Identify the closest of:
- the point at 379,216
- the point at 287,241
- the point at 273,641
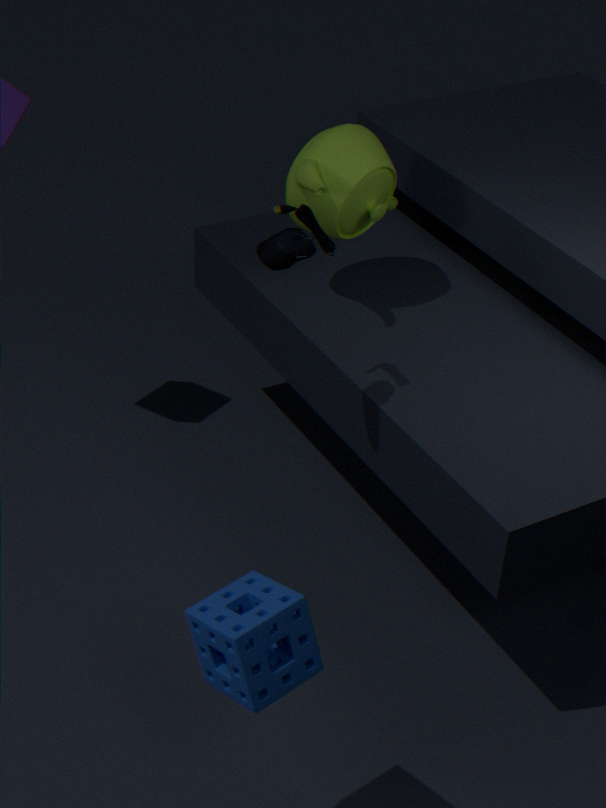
the point at 273,641
